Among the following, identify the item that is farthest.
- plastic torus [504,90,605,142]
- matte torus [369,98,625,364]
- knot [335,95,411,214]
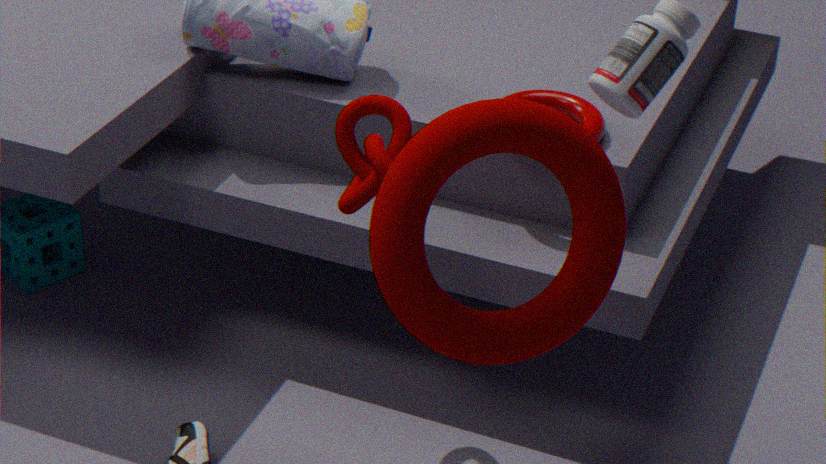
plastic torus [504,90,605,142]
